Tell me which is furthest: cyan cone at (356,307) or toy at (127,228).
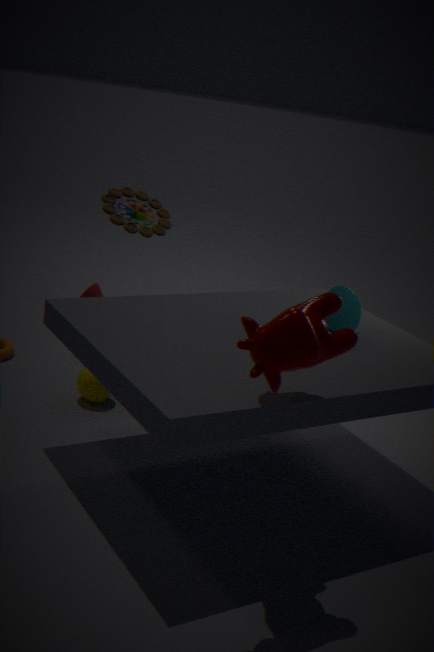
toy at (127,228)
